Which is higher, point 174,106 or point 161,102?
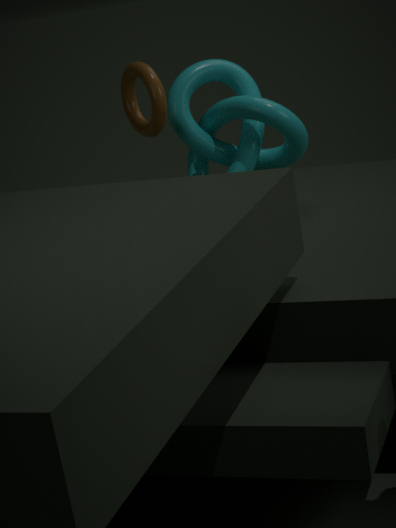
point 161,102
